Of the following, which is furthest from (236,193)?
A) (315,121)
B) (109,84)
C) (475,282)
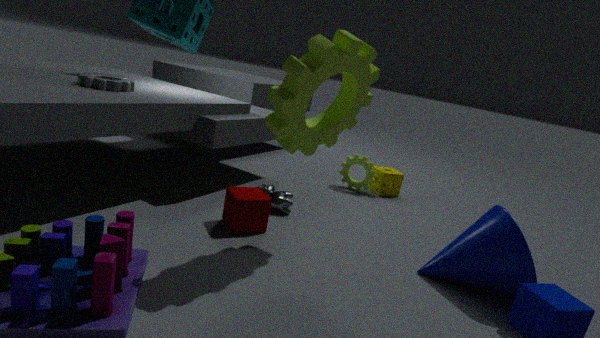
(475,282)
